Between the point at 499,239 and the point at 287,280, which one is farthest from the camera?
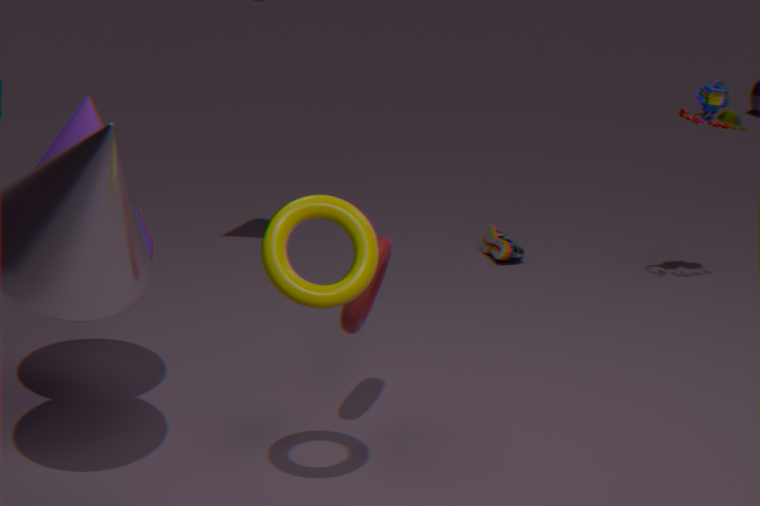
the point at 499,239
